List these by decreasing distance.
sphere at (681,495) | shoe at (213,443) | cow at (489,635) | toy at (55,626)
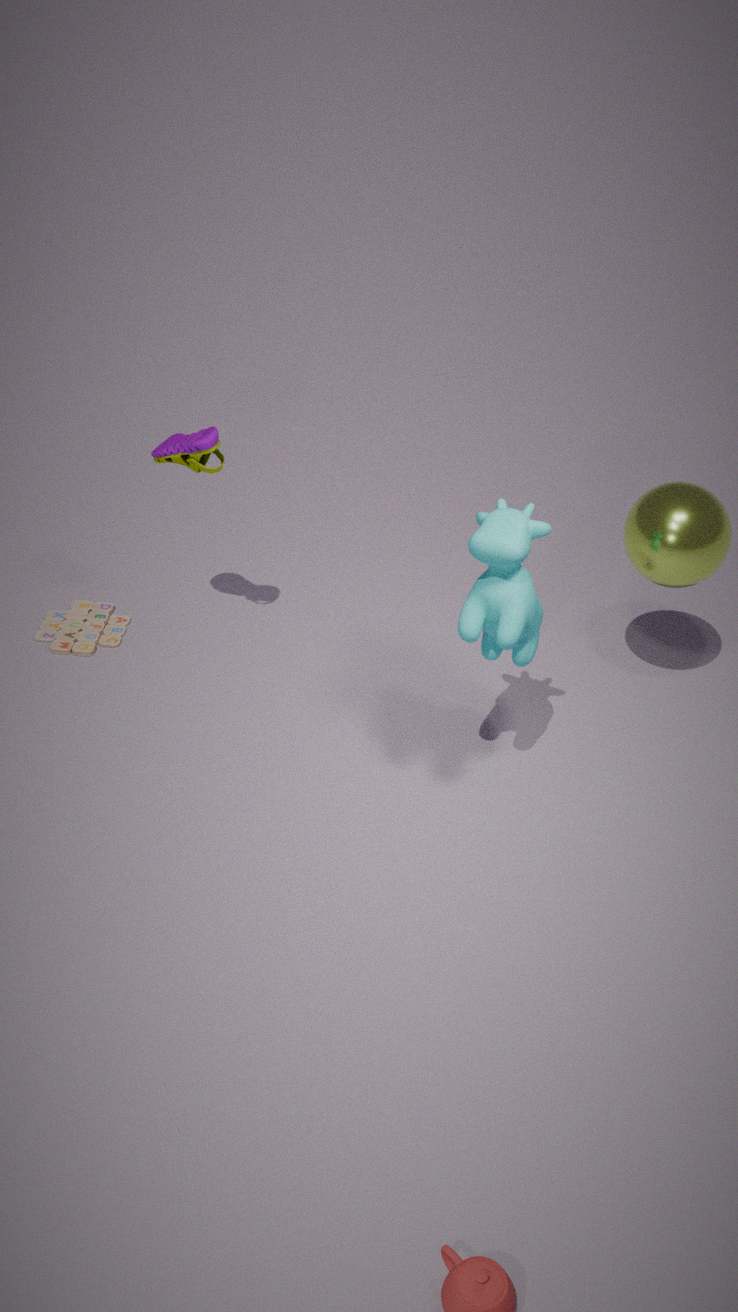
toy at (55,626), shoe at (213,443), sphere at (681,495), cow at (489,635)
